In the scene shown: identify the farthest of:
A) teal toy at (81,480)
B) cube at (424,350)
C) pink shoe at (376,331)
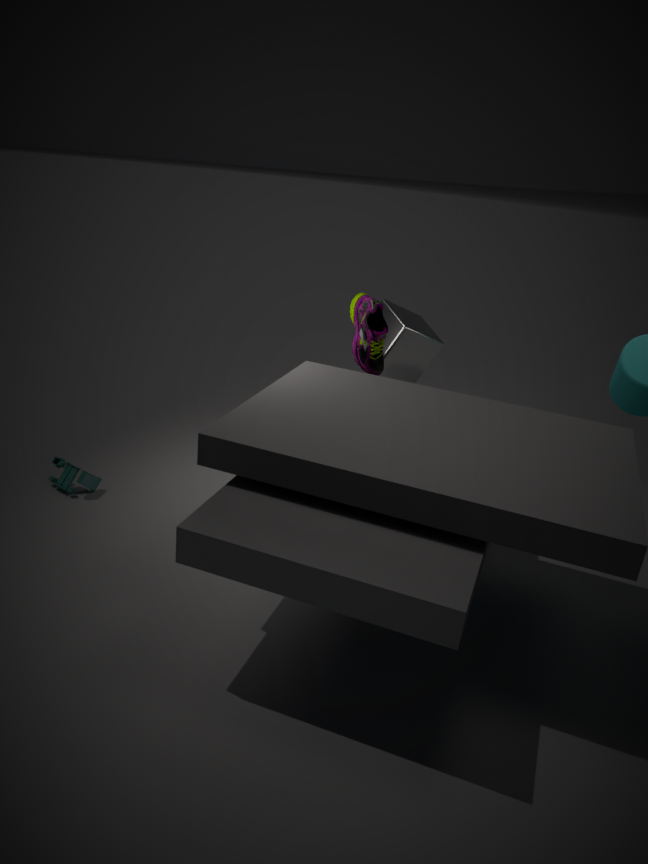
B. cube at (424,350)
